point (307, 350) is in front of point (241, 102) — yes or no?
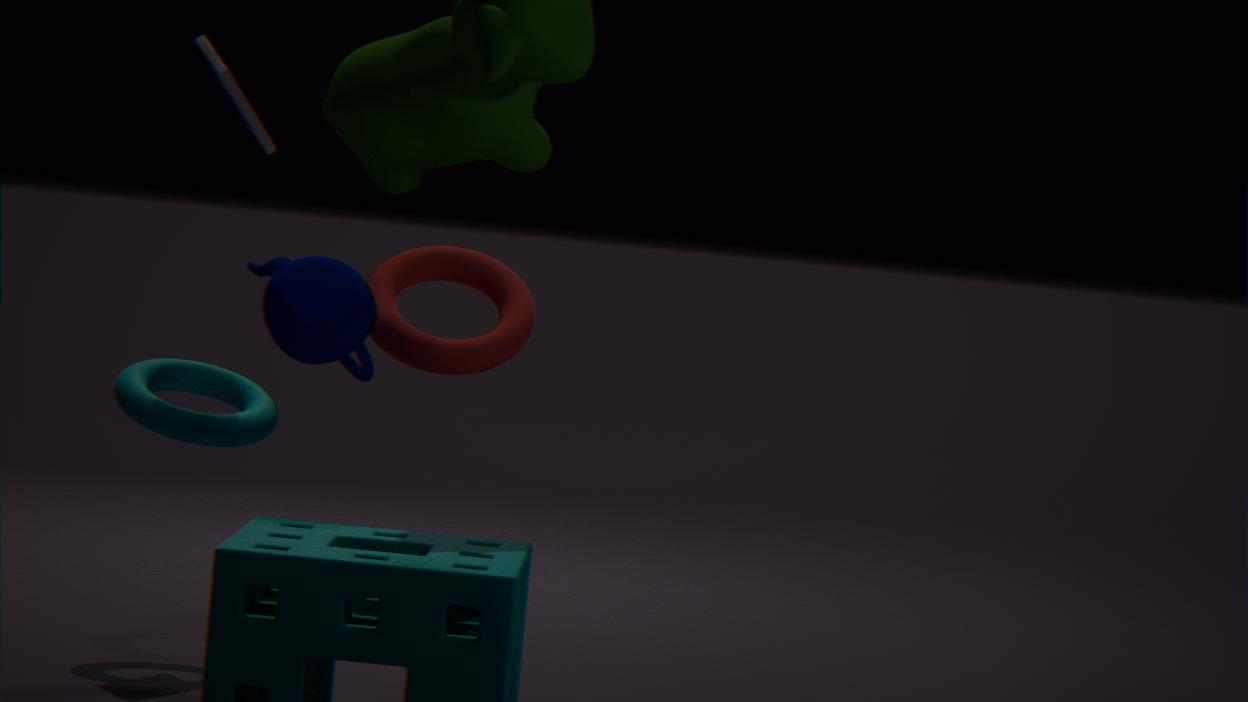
Yes
